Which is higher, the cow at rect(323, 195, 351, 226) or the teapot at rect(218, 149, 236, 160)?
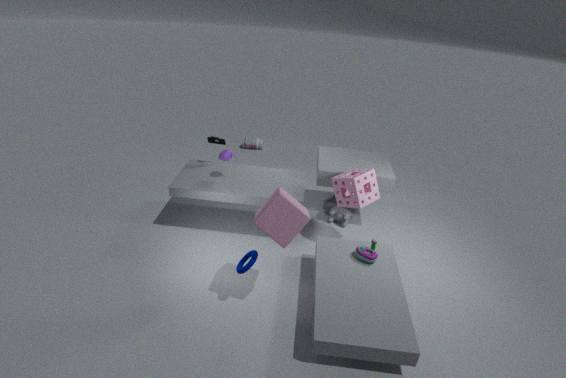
the teapot at rect(218, 149, 236, 160)
